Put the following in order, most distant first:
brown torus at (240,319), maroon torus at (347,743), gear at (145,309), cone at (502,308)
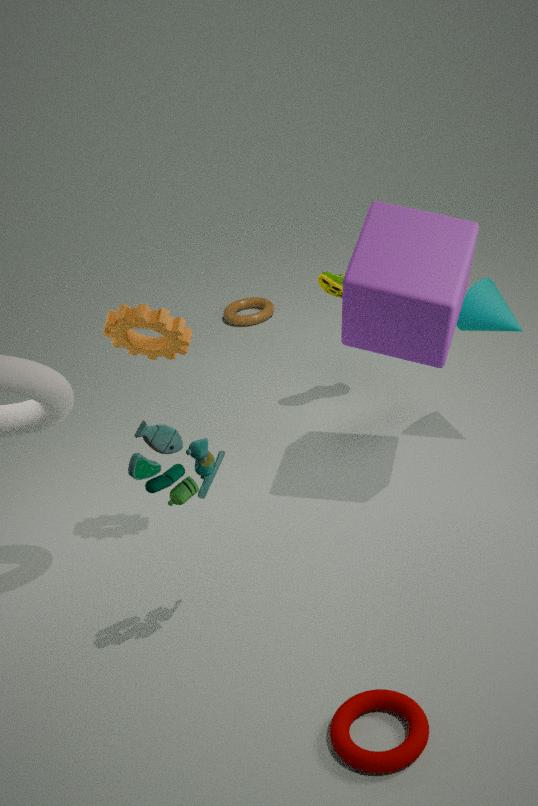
brown torus at (240,319)
cone at (502,308)
gear at (145,309)
maroon torus at (347,743)
